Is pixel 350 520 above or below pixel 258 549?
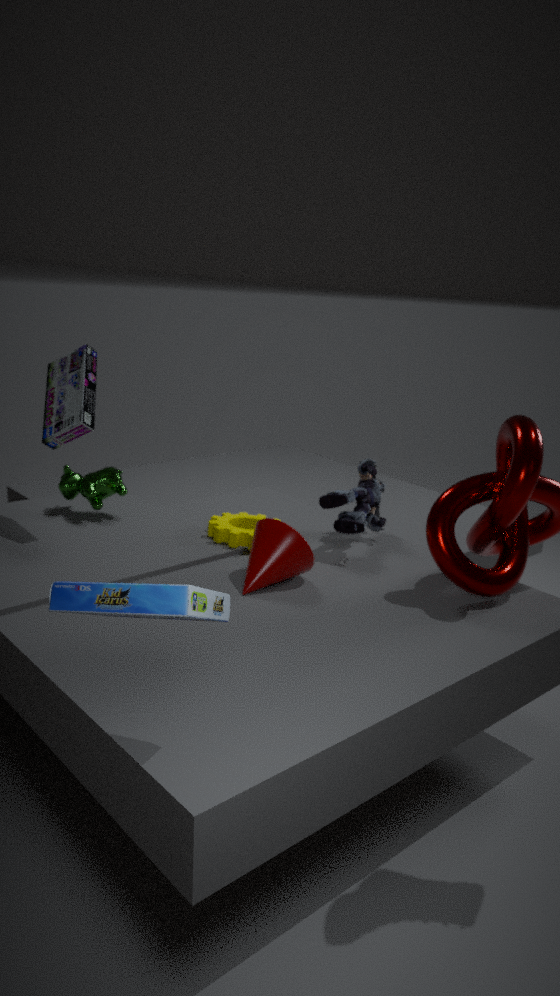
above
